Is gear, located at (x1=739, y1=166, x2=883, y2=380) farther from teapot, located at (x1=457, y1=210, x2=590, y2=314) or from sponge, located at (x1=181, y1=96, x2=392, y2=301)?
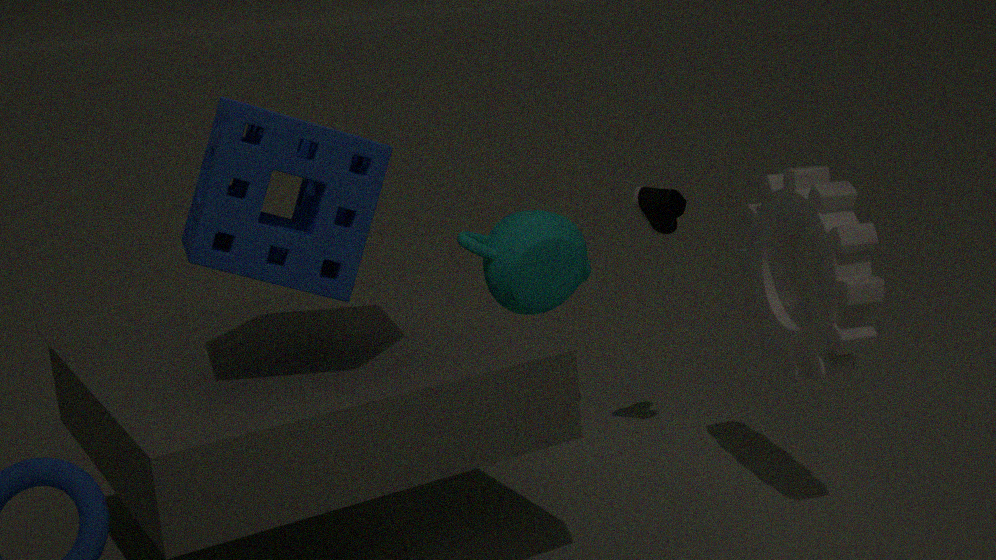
sponge, located at (x1=181, y1=96, x2=392, y2=301)
